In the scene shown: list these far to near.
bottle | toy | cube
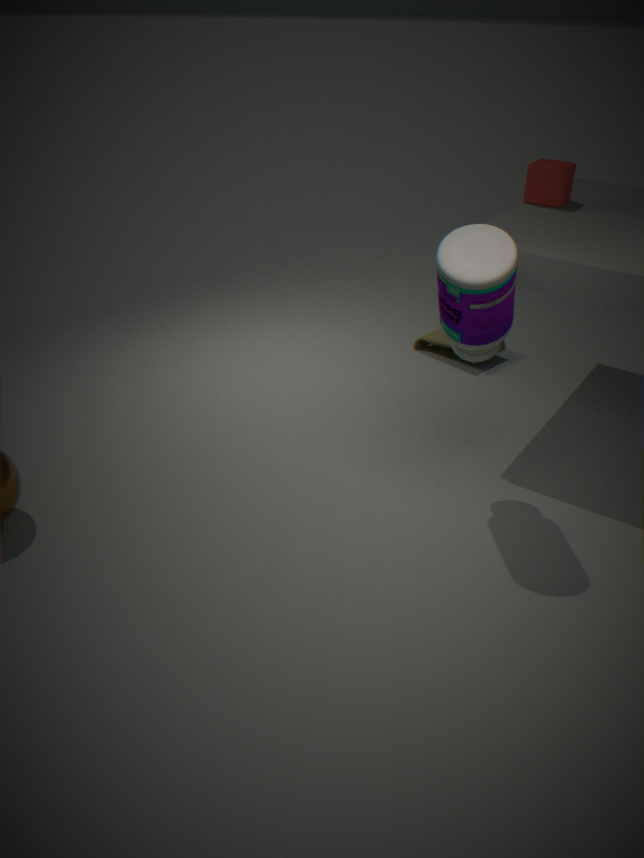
1. toy
2. cube
3. bottle
